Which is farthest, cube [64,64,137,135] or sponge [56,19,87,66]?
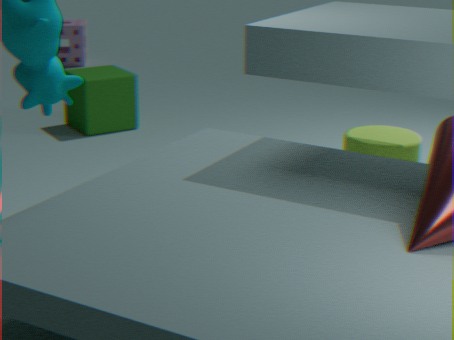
sponge [56,19,87,66]
